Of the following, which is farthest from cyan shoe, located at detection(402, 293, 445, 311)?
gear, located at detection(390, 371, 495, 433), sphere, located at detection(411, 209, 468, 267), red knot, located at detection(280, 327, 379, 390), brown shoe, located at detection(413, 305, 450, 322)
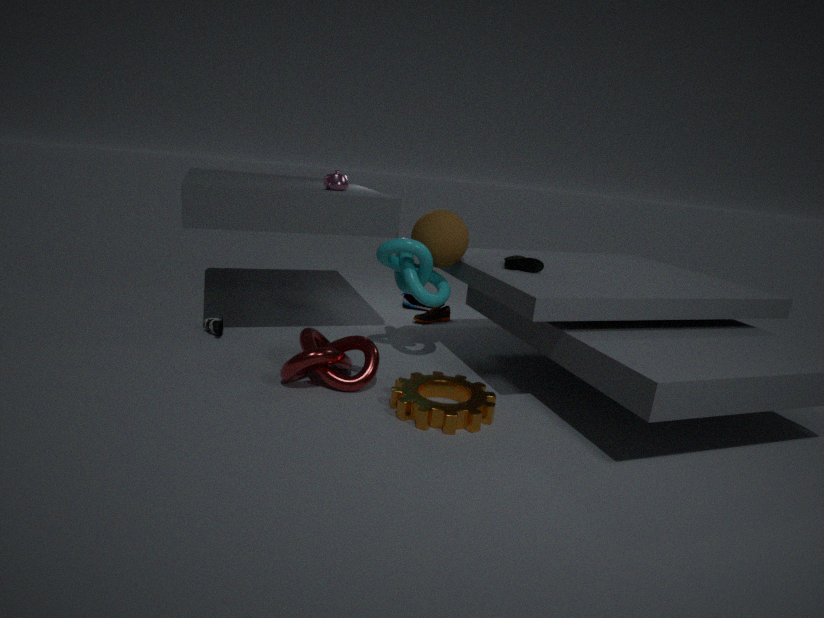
gear, located at detection(390, 371, 495, 433)
